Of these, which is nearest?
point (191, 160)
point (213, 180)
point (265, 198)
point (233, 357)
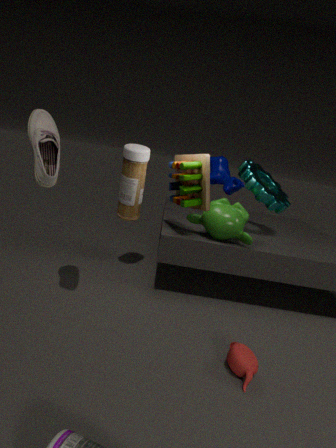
point (233, 357)
